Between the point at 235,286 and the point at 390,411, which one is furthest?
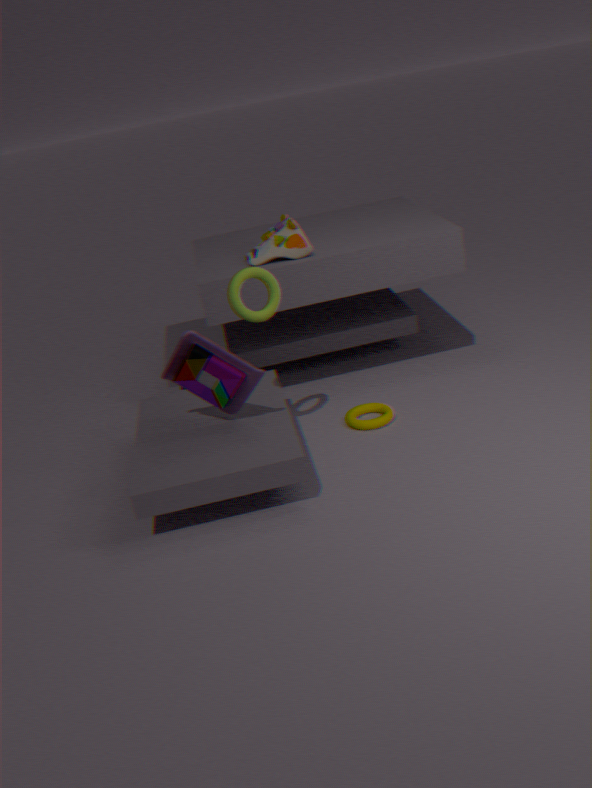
the point at 390,411
